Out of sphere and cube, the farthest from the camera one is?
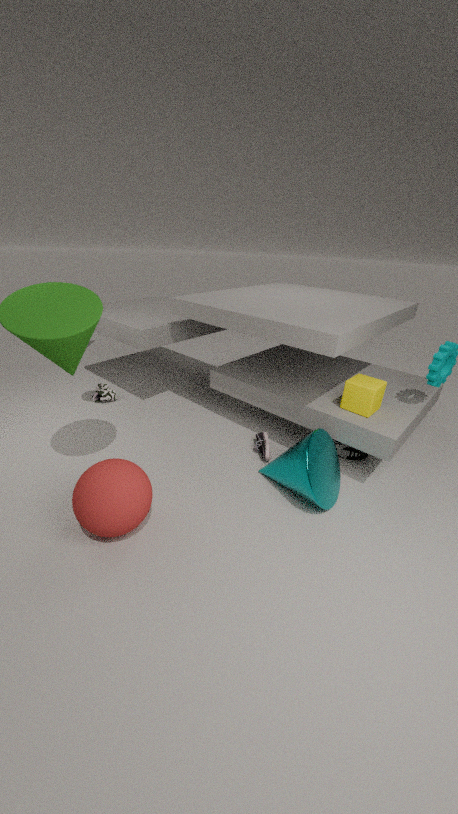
cube
